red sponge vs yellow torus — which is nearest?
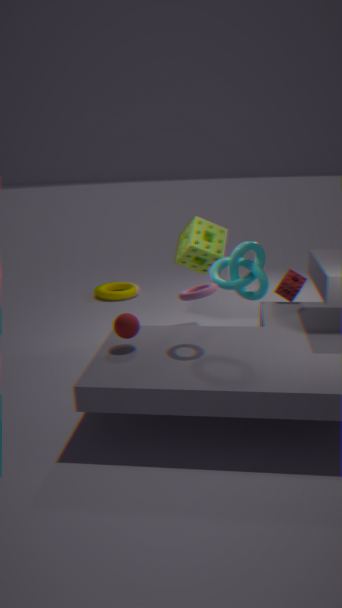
red sponge
